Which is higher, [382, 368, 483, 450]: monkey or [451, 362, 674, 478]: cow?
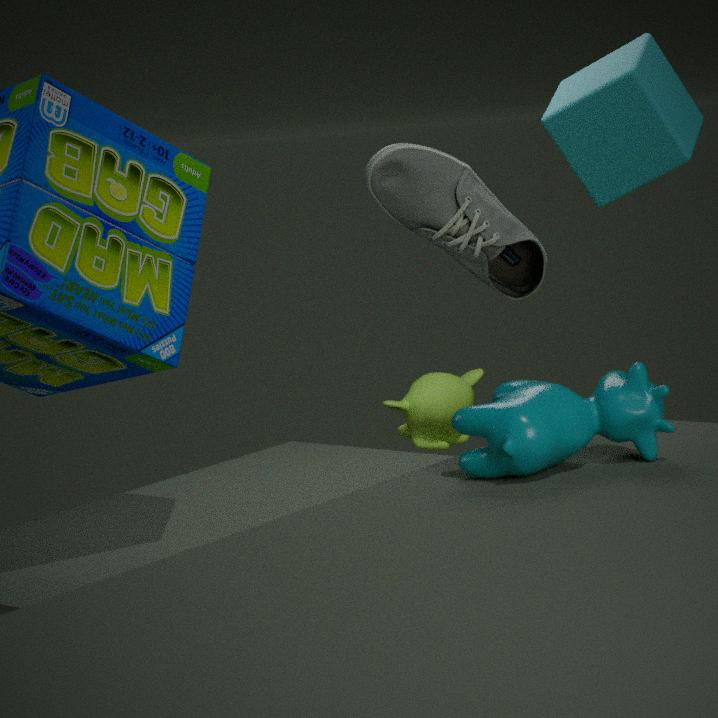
[451, 362, 674, 478]: cow
